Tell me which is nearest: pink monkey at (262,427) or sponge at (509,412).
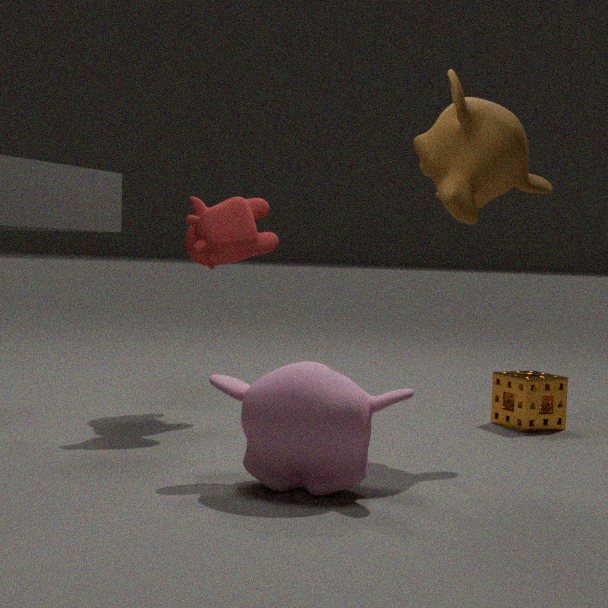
pink monkey at (262,427)
